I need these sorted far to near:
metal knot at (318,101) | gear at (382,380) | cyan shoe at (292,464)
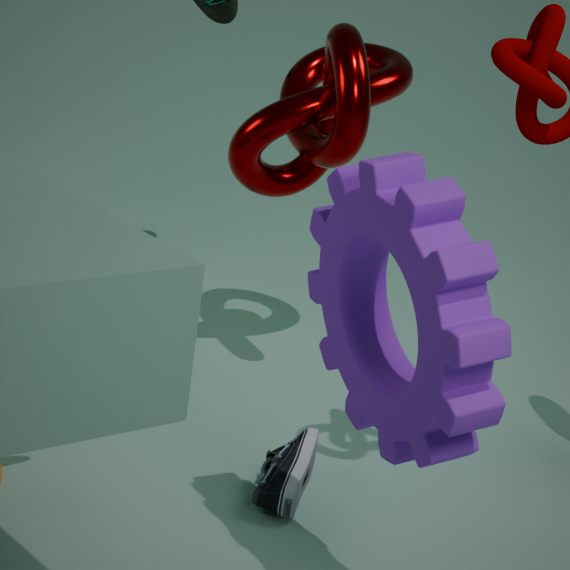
metal knot at (318,101) < cyan shoe at (292,464) < gear at (382,380)
